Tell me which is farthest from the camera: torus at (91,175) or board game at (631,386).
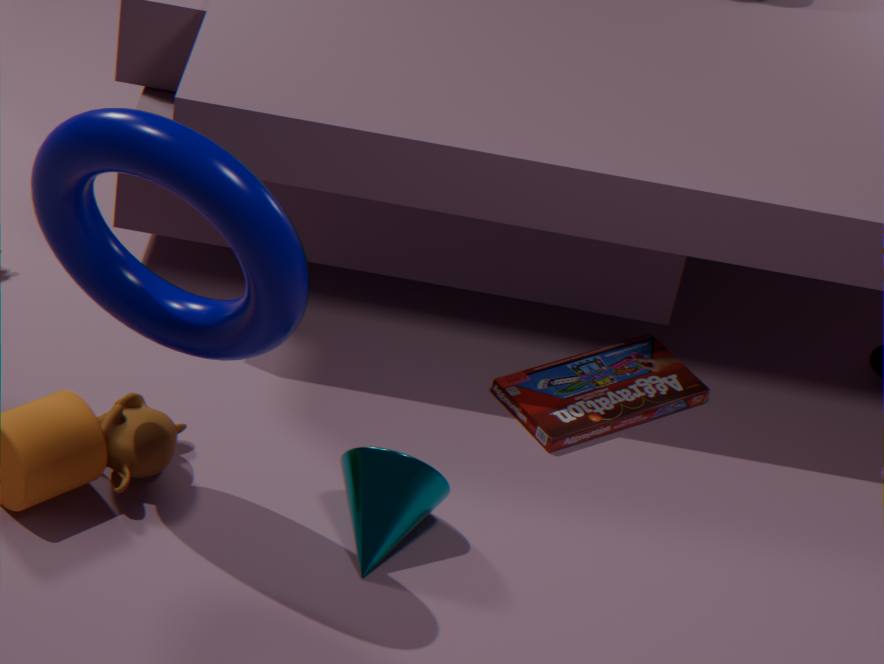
board game at (631,386)
